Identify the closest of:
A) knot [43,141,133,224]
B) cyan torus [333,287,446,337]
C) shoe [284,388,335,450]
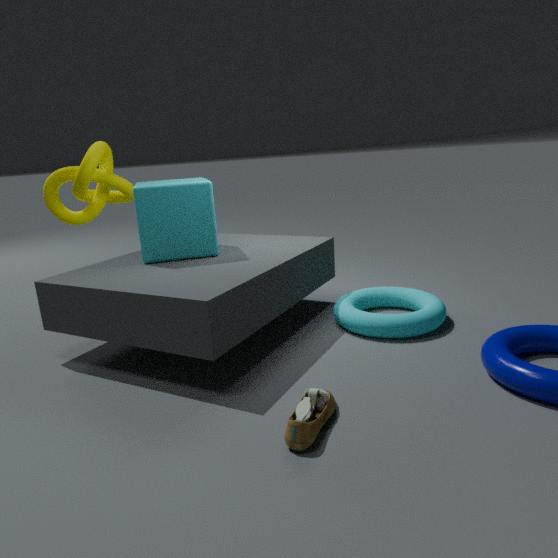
shoe [284,388,335,450]
